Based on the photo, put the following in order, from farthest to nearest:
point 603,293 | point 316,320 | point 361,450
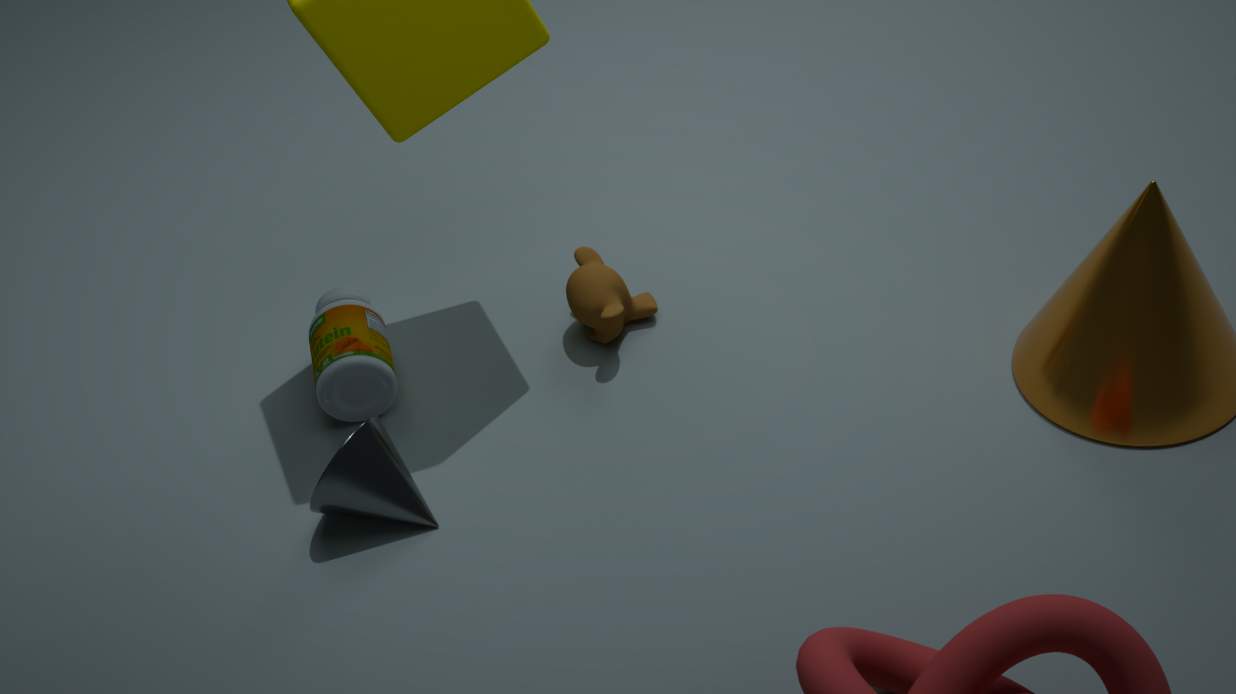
point 316,320, point 603,293, point 361,450
